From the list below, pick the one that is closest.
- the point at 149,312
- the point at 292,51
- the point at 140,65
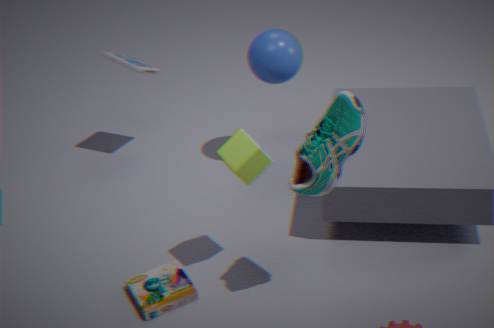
the point at 149,312
